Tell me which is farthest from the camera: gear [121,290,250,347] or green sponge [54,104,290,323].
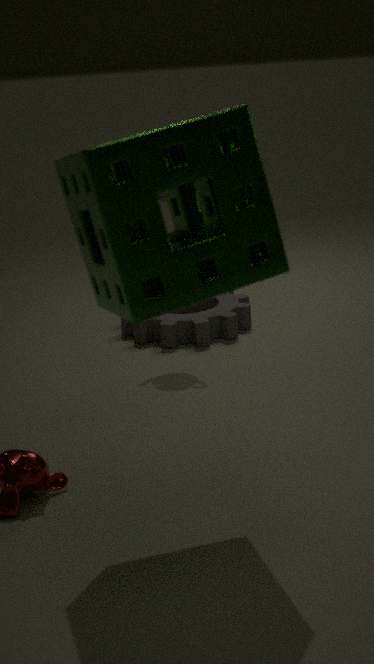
gear [121,290,250,347]
